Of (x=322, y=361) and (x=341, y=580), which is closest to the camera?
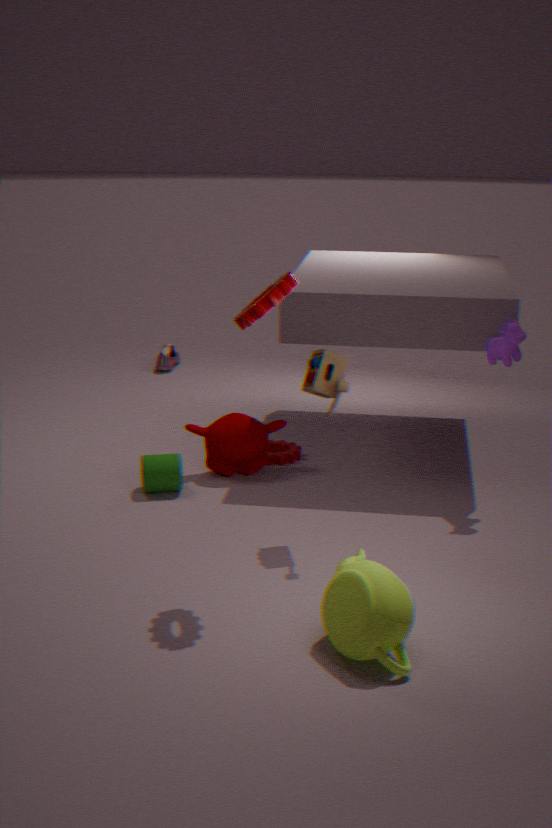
(x=341, y=580)
